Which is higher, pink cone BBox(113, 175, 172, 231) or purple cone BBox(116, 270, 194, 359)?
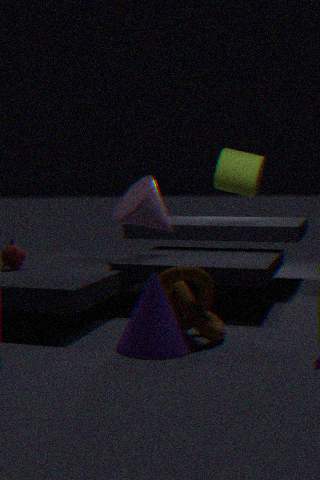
pink cone BBox(113, 175, 172, 231)
